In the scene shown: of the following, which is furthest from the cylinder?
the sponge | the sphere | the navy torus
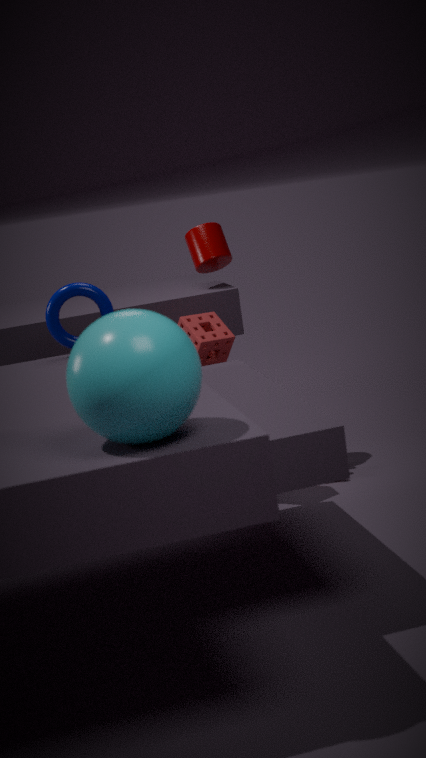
the sphere
